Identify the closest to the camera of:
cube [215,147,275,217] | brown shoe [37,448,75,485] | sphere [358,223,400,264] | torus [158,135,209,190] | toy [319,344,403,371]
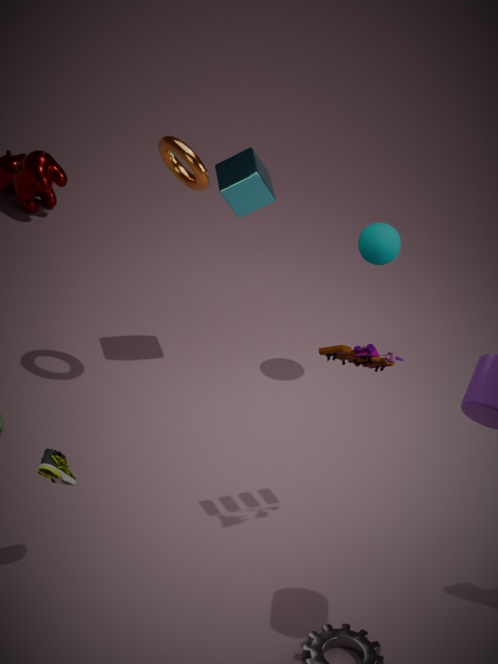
brown shoe [37,448,75,485]
